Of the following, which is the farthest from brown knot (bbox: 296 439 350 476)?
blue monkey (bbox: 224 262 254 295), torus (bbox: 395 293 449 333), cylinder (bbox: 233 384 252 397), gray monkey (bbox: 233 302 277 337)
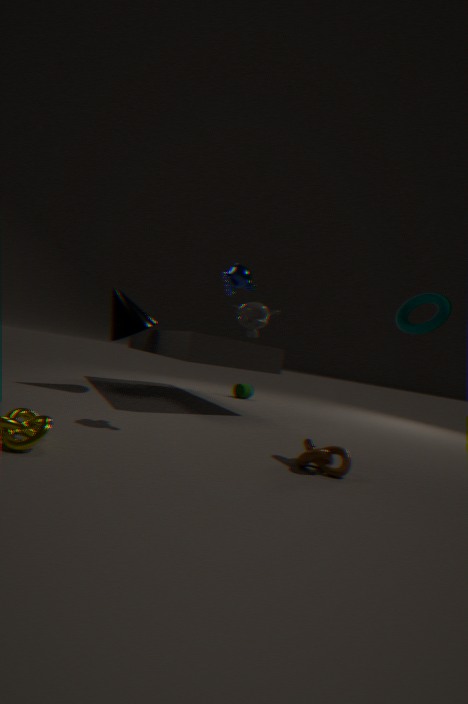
cylinder (bbox: 233 384 252 397)
